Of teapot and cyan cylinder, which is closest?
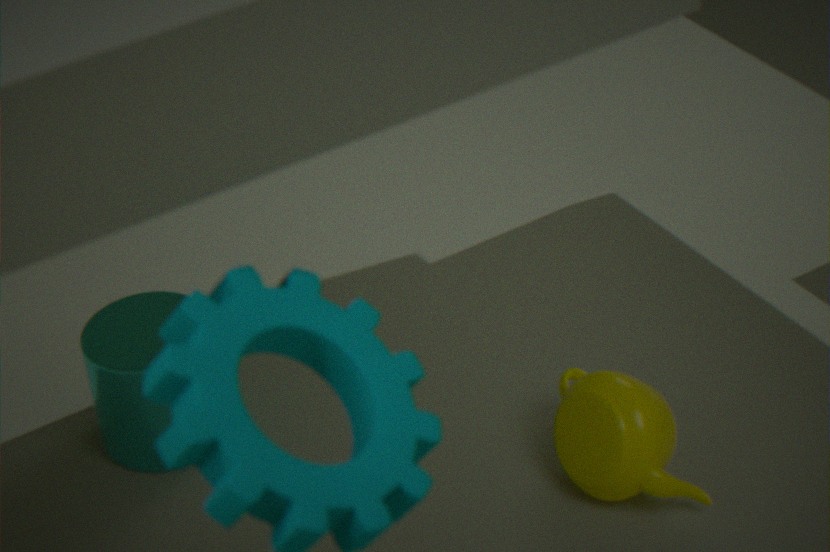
teapot
